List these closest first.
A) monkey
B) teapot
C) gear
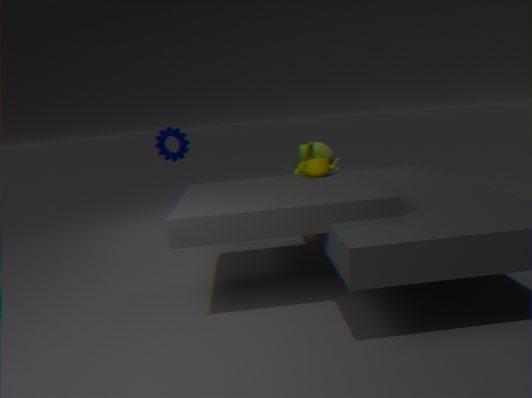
teapot
gear
monkey
